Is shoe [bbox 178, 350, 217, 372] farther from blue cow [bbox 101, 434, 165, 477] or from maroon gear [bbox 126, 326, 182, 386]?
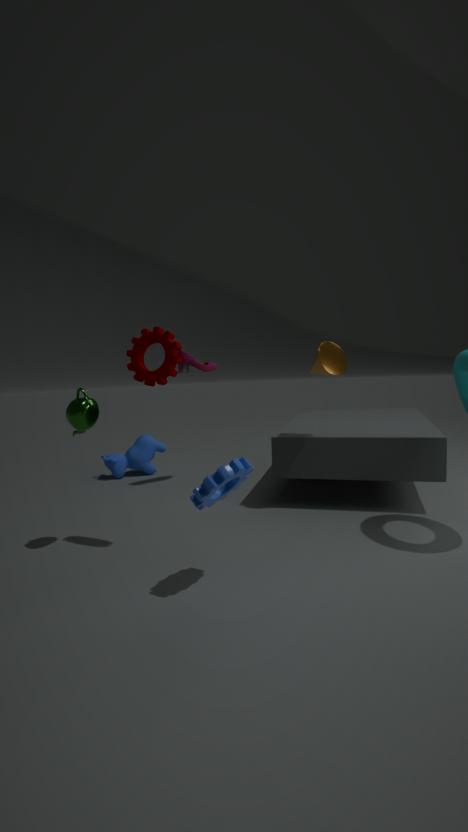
maroon gear [bbox 126, 326, 182, 386]
